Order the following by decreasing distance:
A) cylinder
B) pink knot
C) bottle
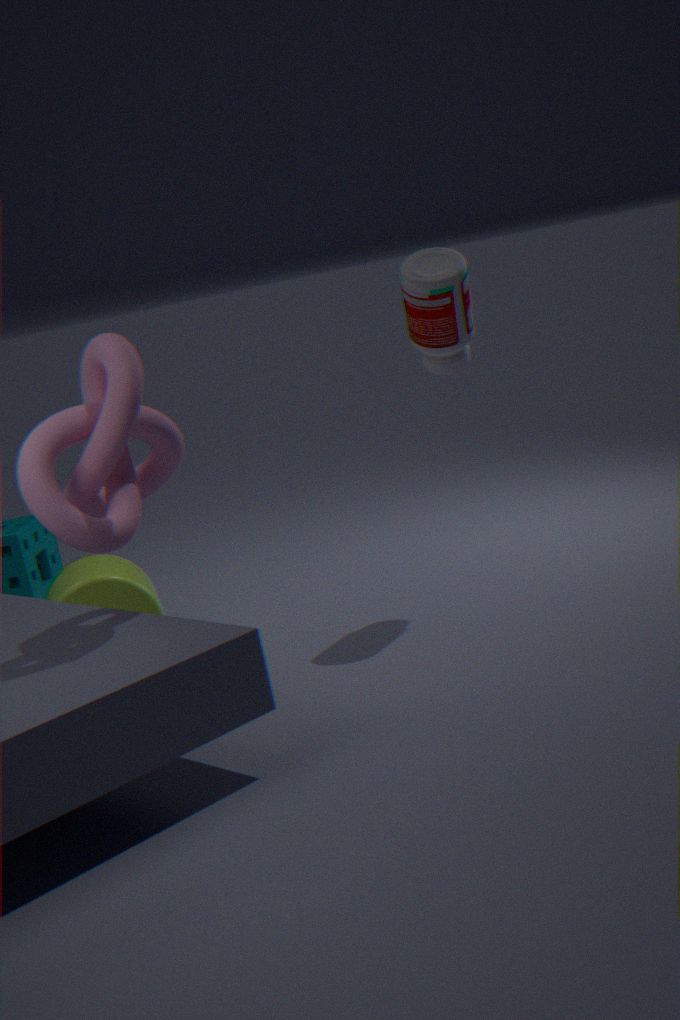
cylinder, bottle, pink knot
